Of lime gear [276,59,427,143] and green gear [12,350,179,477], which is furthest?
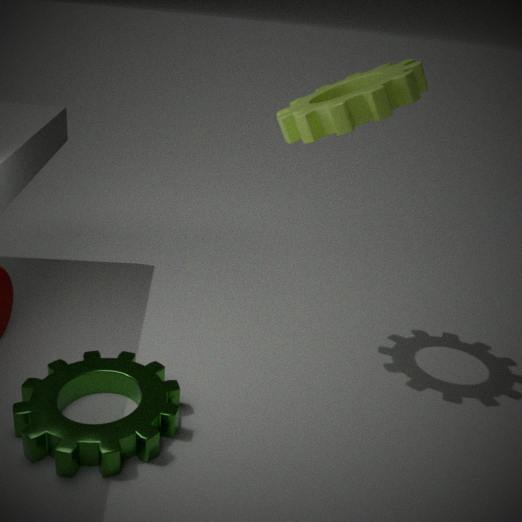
lime gear [276,59,427,143]
